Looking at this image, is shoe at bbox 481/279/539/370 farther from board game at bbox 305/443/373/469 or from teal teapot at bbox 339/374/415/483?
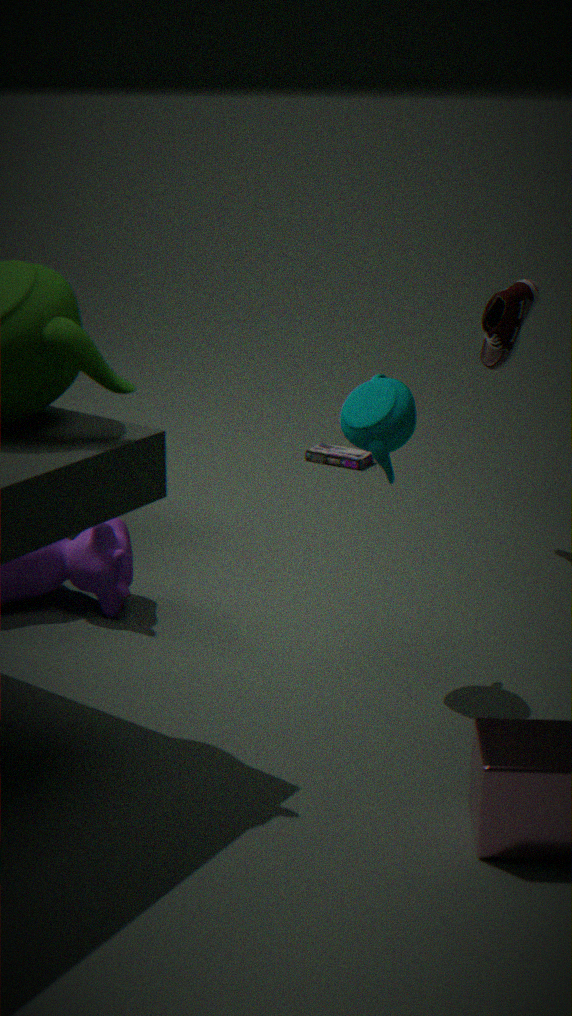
board game at bbox 305/443/373/469
